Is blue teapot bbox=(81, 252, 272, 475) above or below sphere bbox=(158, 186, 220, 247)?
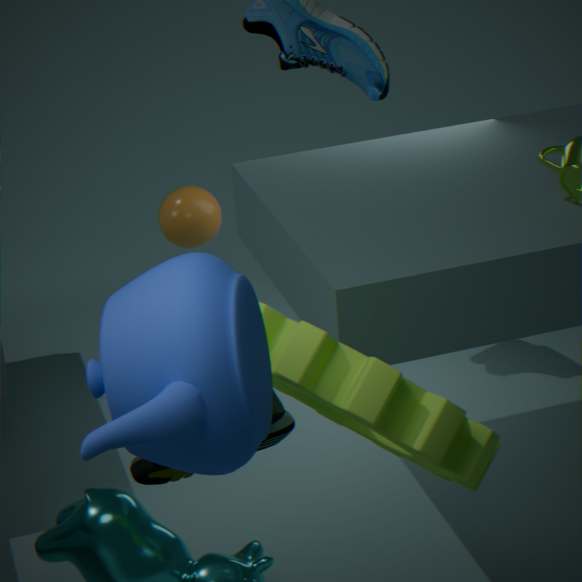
above
